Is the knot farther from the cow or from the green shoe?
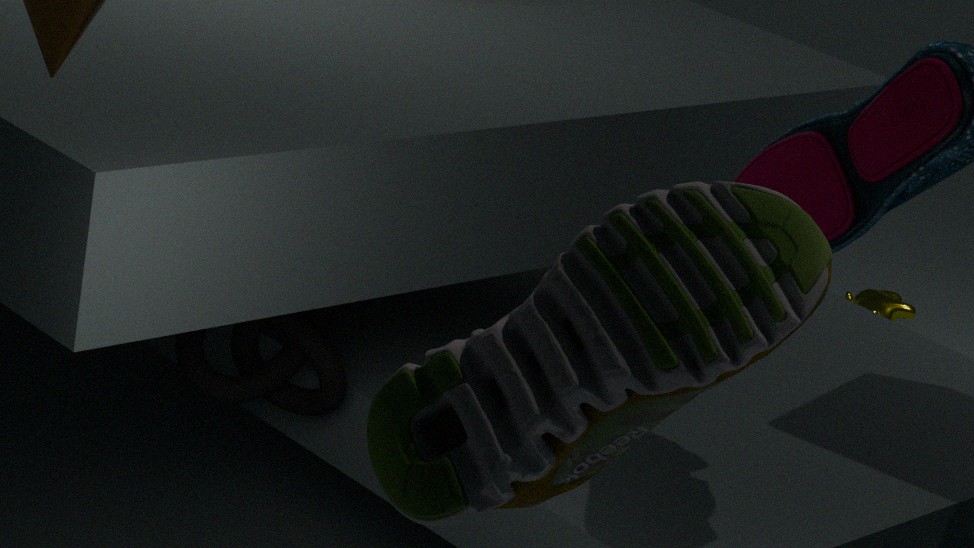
the cow
